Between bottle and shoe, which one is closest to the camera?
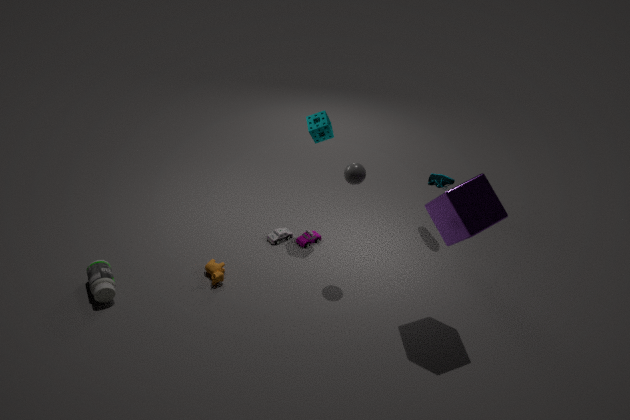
bottle
